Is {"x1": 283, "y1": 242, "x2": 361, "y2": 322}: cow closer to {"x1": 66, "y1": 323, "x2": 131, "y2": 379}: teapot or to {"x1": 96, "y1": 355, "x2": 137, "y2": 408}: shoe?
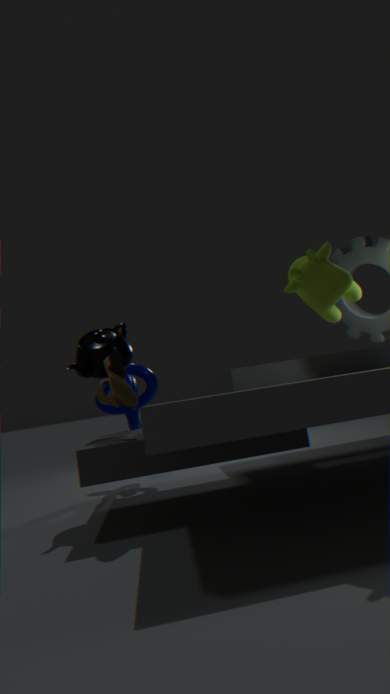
{"x1": 96, "y1": 355, "x2": 137, "y2": 408}: shoe
